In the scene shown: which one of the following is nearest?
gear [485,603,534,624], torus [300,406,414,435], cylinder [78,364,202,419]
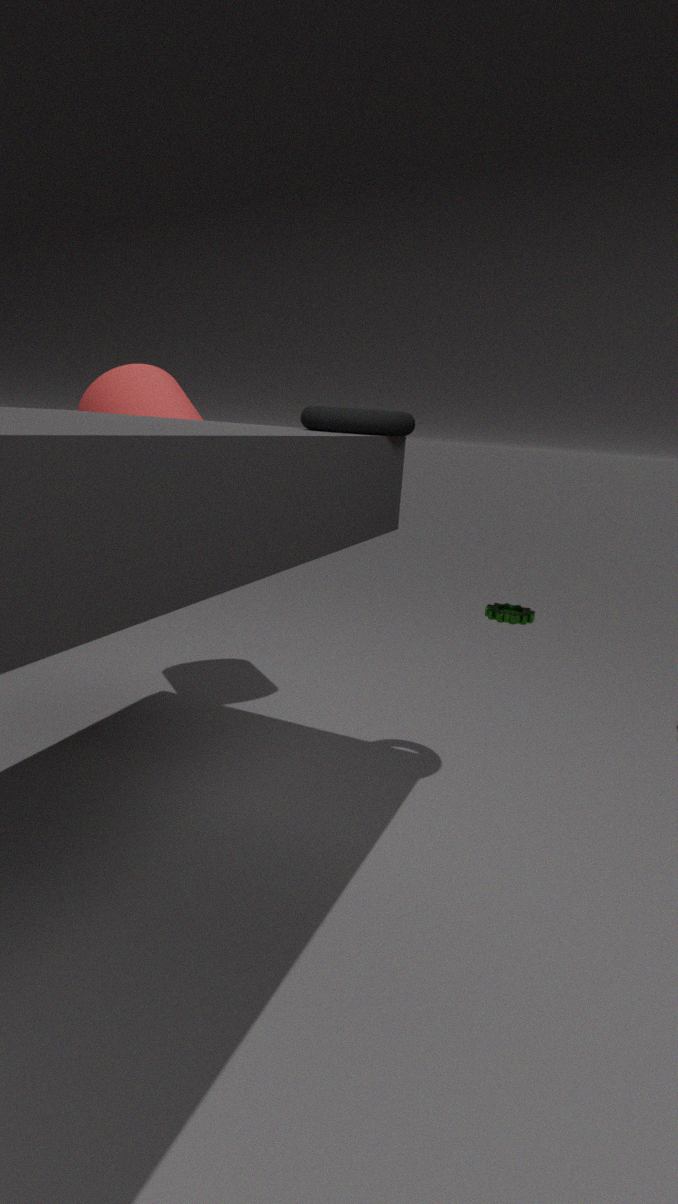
torus [300,406,414,435]
